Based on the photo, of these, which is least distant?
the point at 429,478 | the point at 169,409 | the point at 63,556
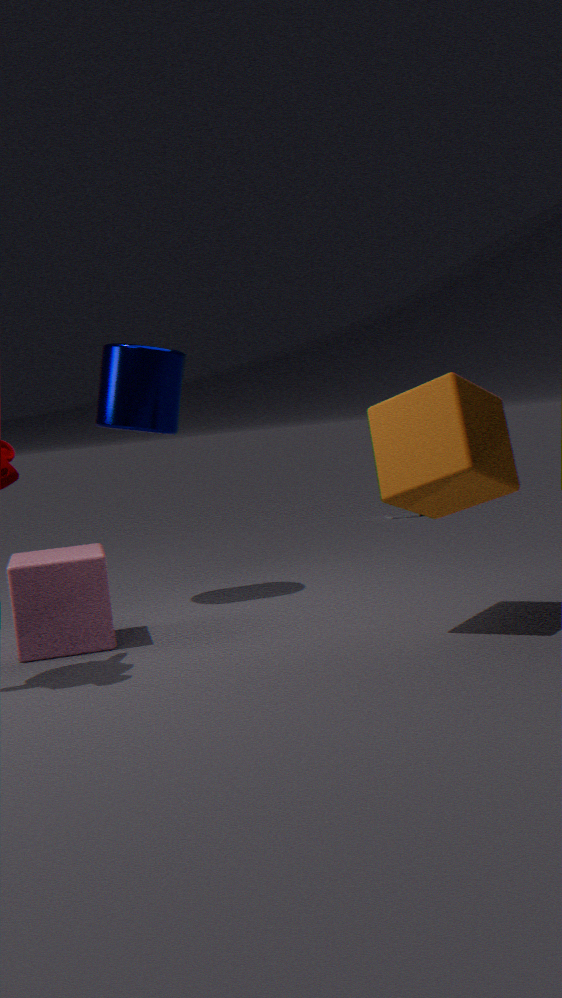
the point at 429,478
